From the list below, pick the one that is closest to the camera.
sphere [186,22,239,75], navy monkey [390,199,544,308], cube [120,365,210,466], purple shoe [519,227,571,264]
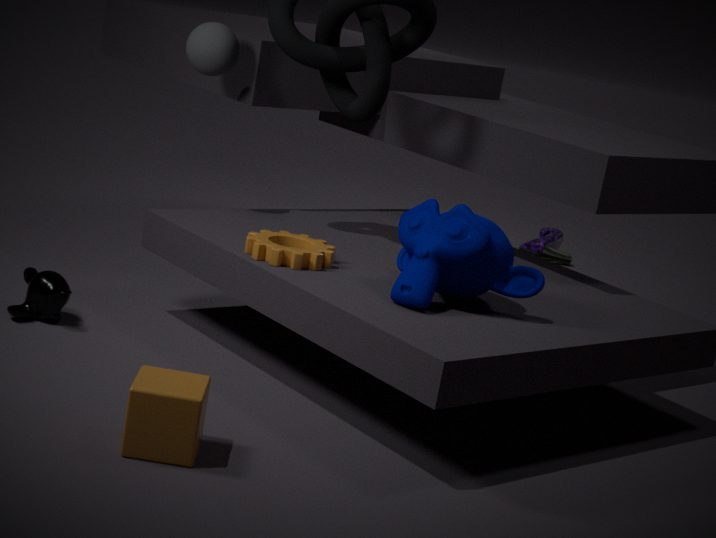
cube [120,365,210,466]
